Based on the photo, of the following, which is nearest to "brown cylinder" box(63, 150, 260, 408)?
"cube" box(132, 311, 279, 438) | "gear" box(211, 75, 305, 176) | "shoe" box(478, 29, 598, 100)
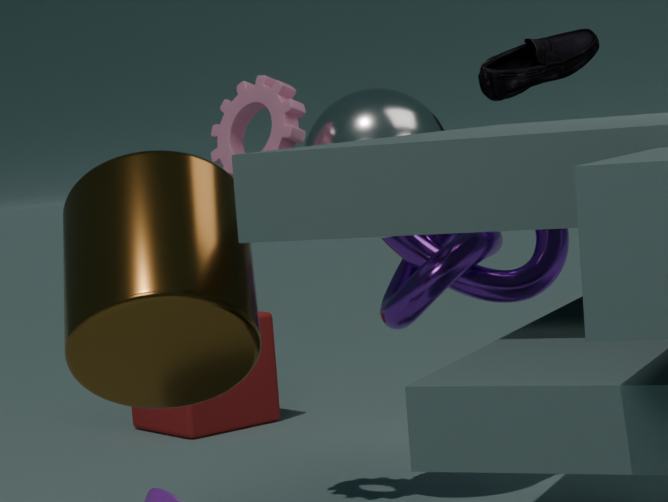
"gear" box(211, 75, 305, 176)
